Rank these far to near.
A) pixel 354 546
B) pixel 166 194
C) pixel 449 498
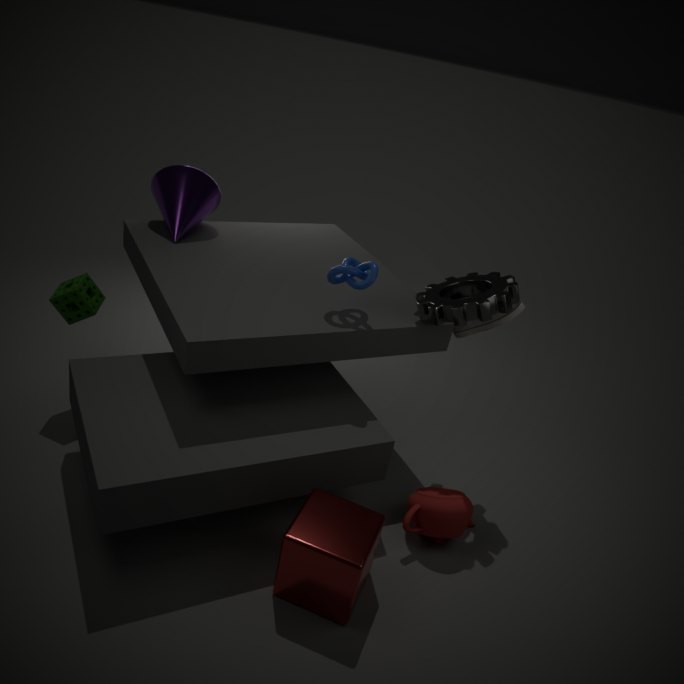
pixel 166 194, pixel 449 498, pixel 354 546
